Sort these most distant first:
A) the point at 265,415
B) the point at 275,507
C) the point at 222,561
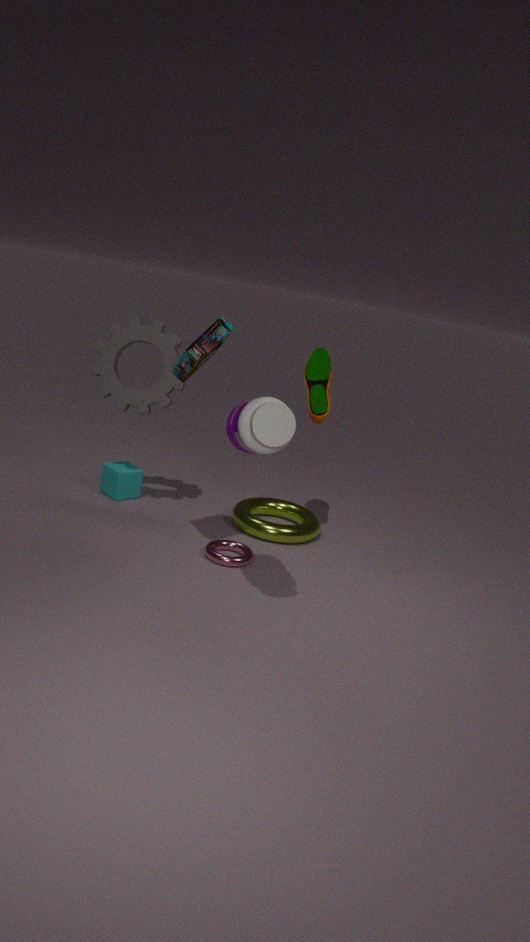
the point at 275,507 < the point at 222,561 < the point at 265,415
